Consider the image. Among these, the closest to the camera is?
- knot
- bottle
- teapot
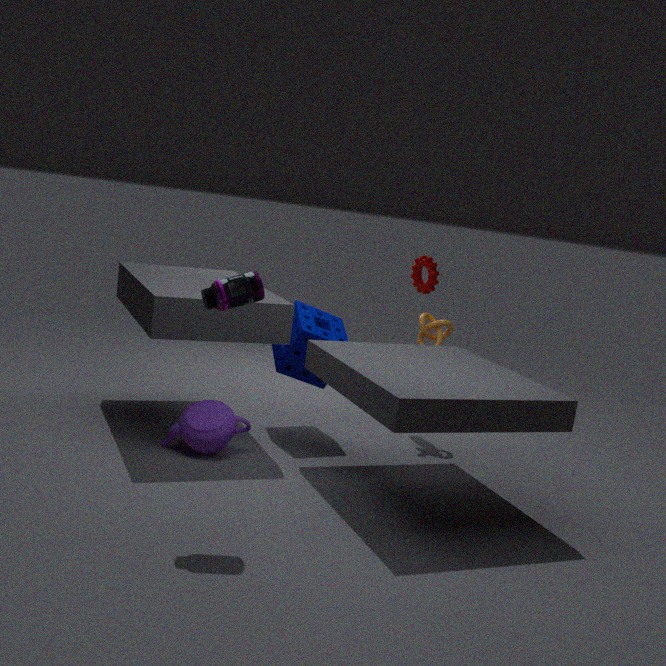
bottle
